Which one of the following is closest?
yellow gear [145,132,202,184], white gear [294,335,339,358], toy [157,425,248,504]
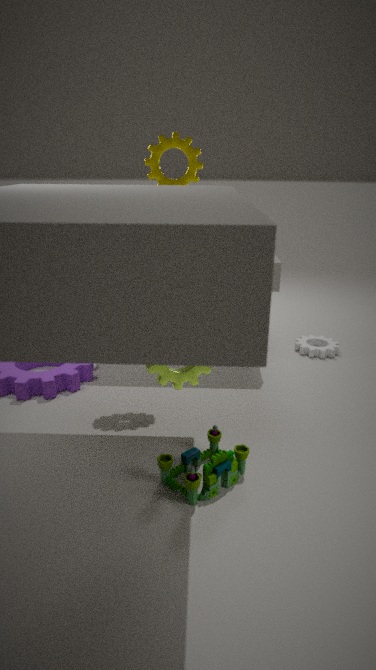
toy [157,425,248,504]
